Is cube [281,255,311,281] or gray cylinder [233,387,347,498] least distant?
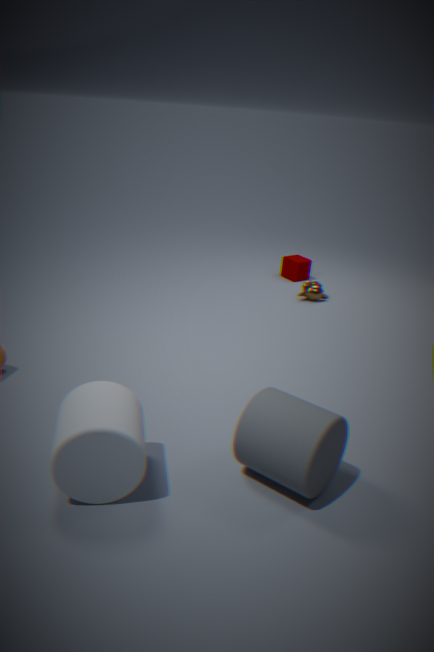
gray cylinder [233,387,347,498]
